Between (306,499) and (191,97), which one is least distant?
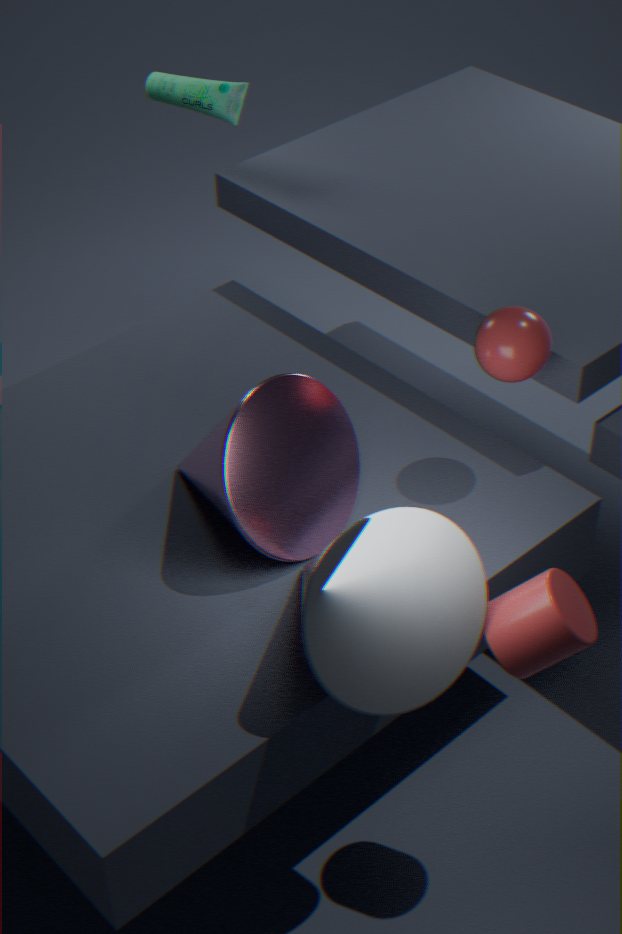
(306,499)
